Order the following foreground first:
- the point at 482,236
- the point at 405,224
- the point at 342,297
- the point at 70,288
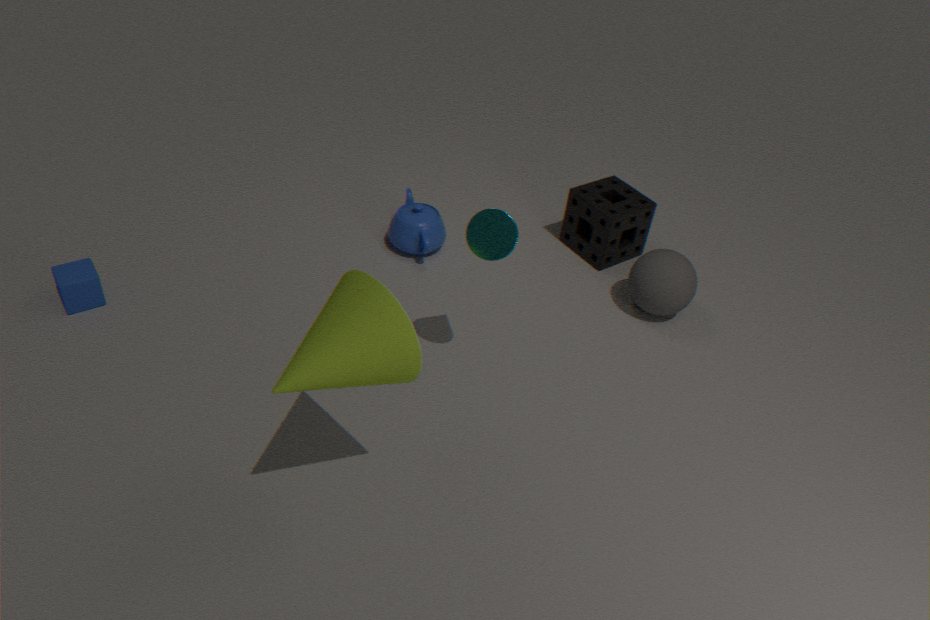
the point at 342,297, the point at 482,236, the point at 70,288, the point at 405,224
